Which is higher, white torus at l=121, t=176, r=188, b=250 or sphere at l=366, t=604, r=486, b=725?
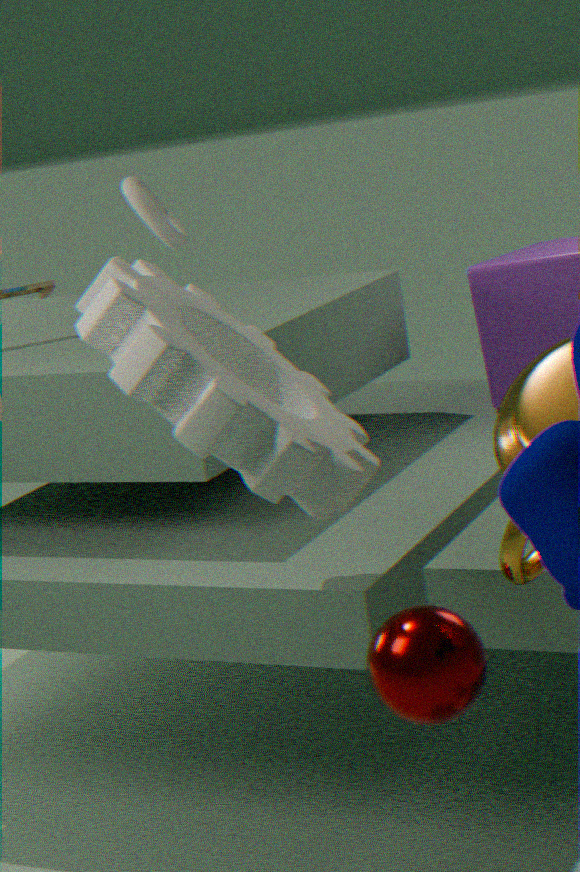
white torus at l=121, t=176, r=188, b=250
